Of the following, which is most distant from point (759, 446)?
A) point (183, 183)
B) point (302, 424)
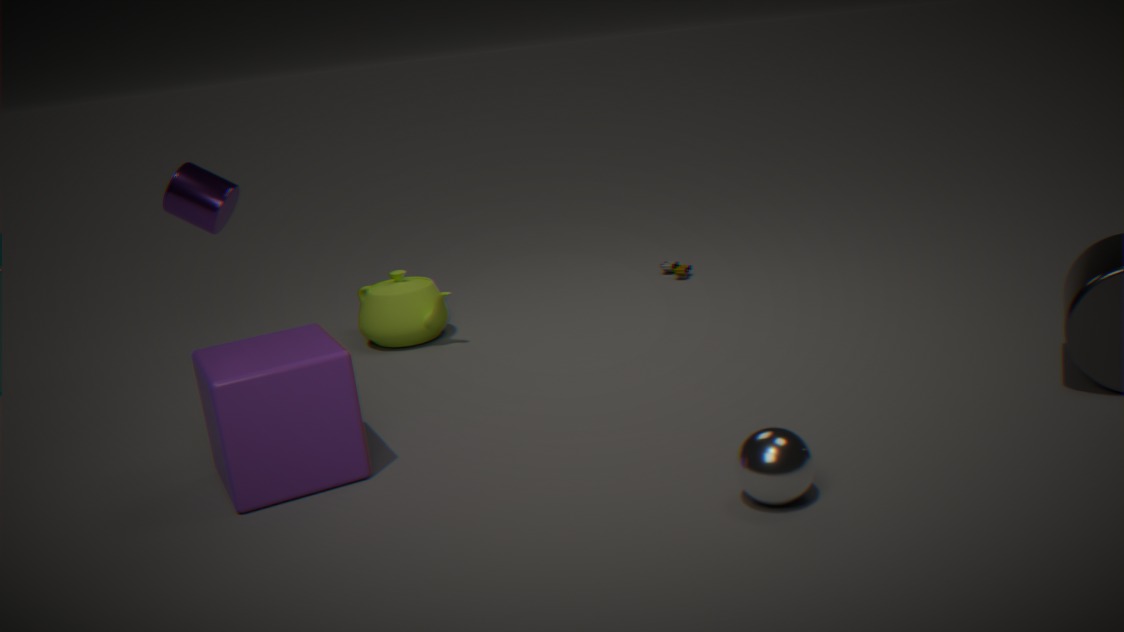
point (183, 183)
